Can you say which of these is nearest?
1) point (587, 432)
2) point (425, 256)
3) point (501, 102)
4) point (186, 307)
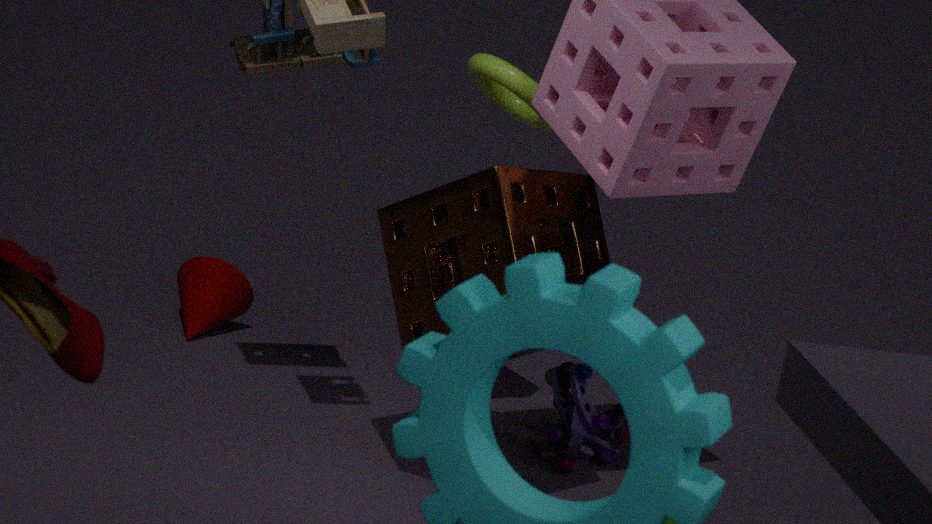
2. point (425, 256)
